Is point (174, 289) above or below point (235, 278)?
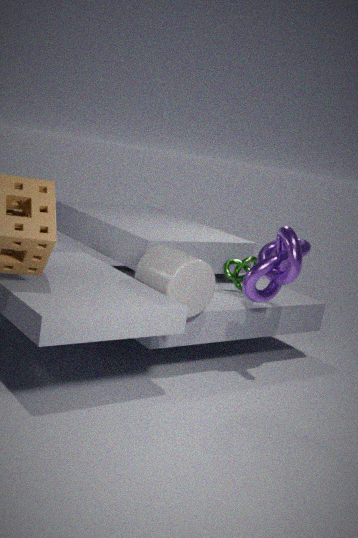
above
